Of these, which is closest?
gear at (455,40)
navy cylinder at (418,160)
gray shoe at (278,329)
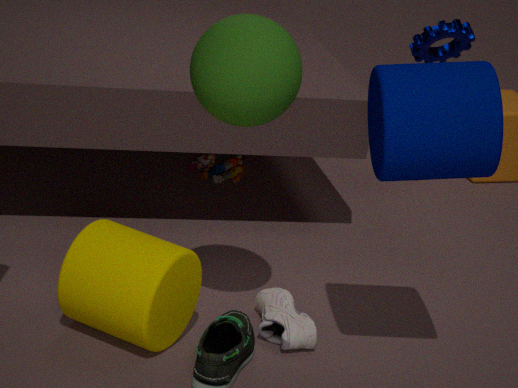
navy cylinder at (418,160)
